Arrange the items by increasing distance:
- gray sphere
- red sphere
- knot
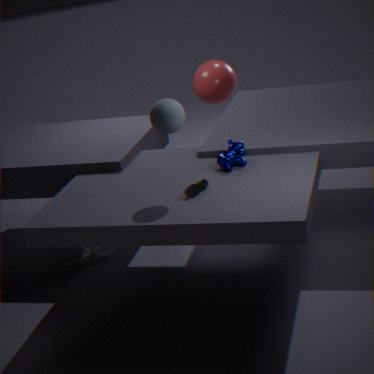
gray sphere, knot, red sphere
